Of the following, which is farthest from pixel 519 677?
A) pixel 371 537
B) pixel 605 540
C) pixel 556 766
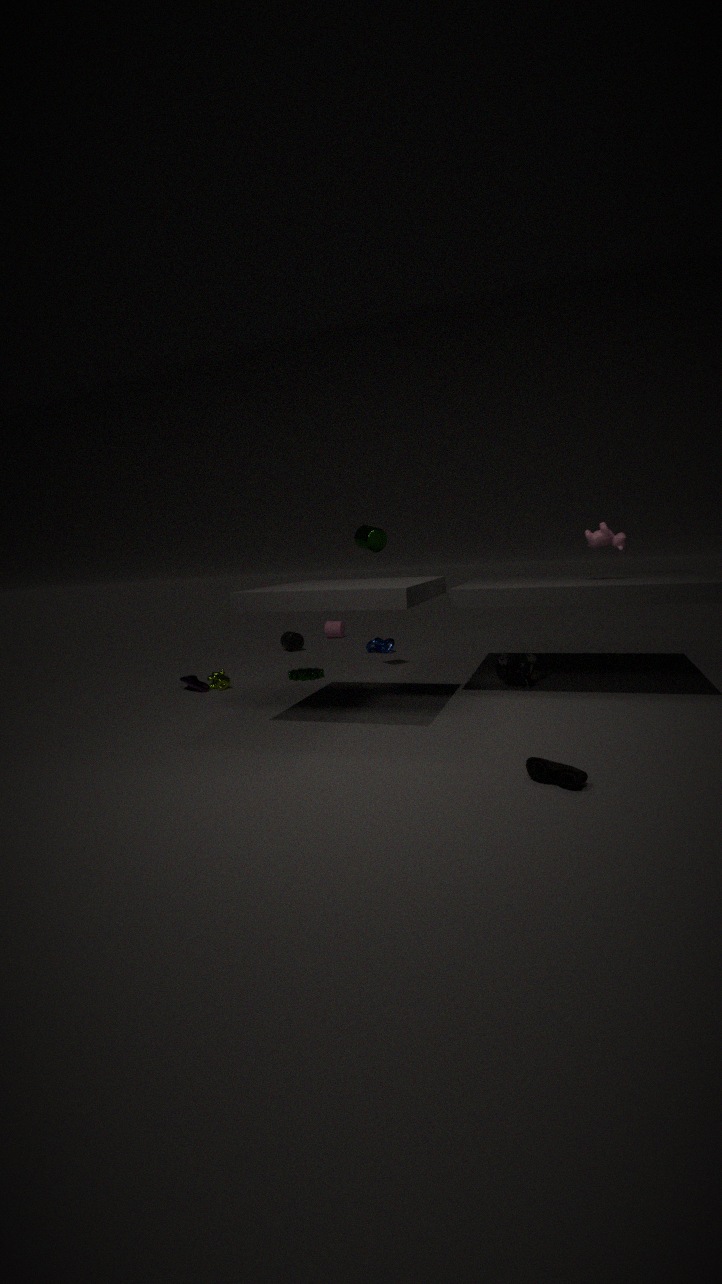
pixel 556 766
